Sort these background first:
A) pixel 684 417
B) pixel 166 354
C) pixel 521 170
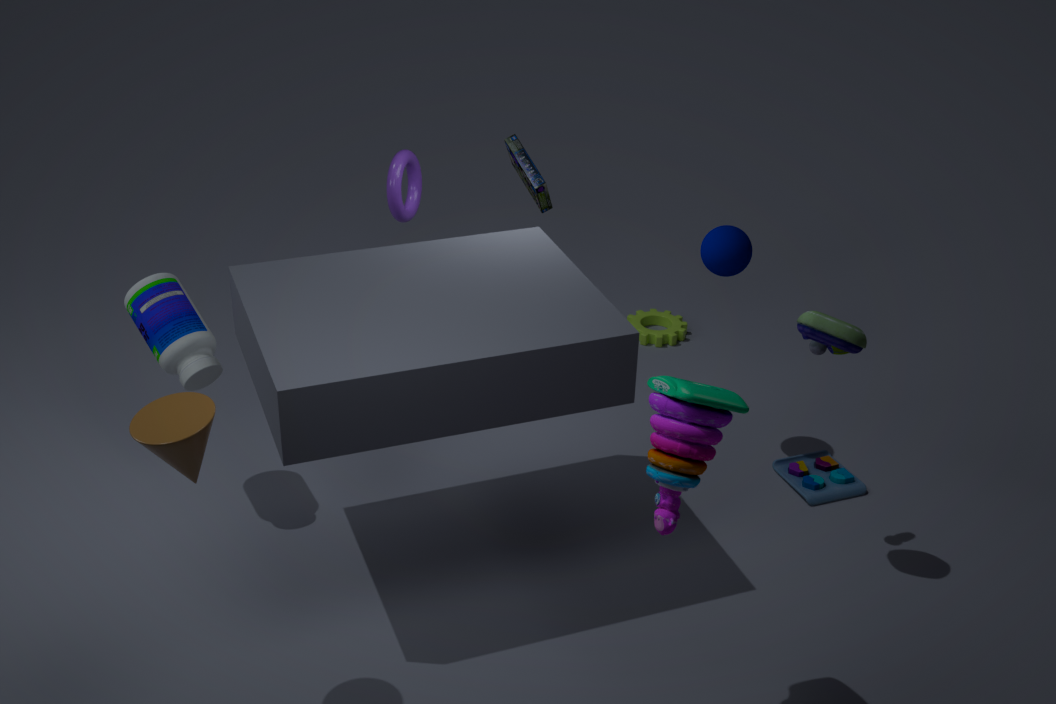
pixel 521 170 < pixel 166 354 < pixel 684 417
